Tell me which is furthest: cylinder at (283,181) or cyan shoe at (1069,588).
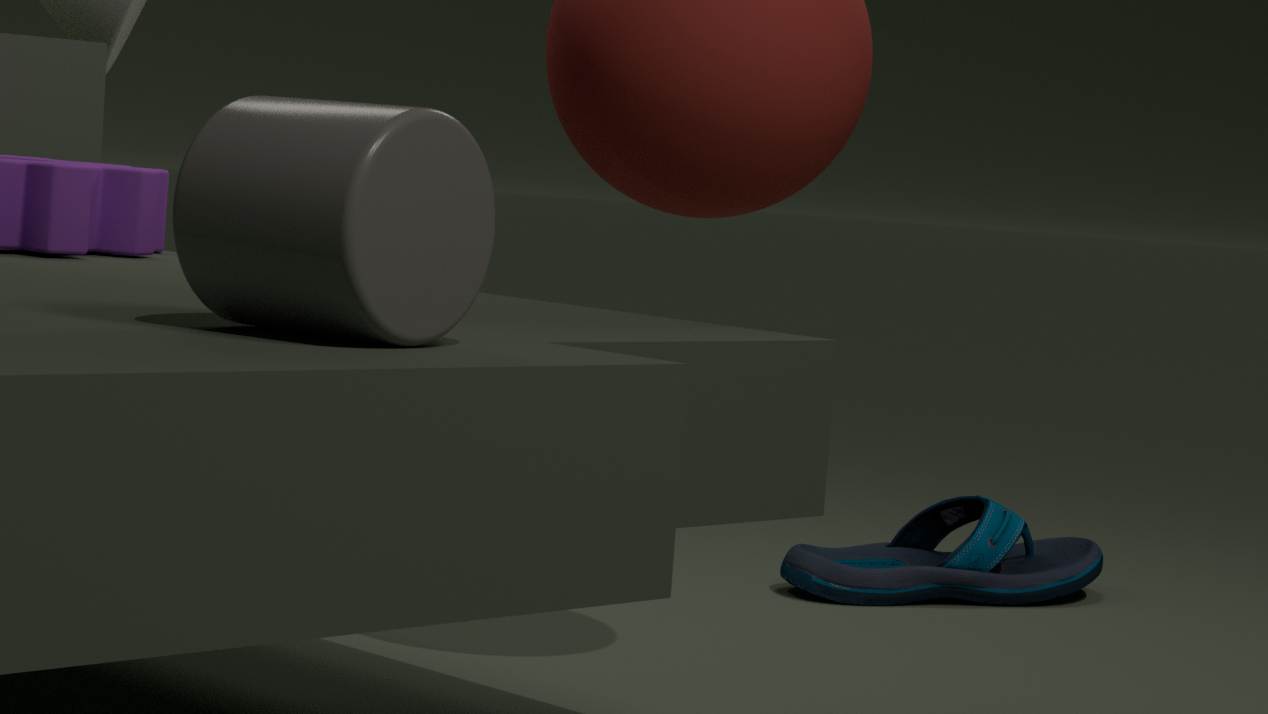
cyan shoe at (1069,588)
